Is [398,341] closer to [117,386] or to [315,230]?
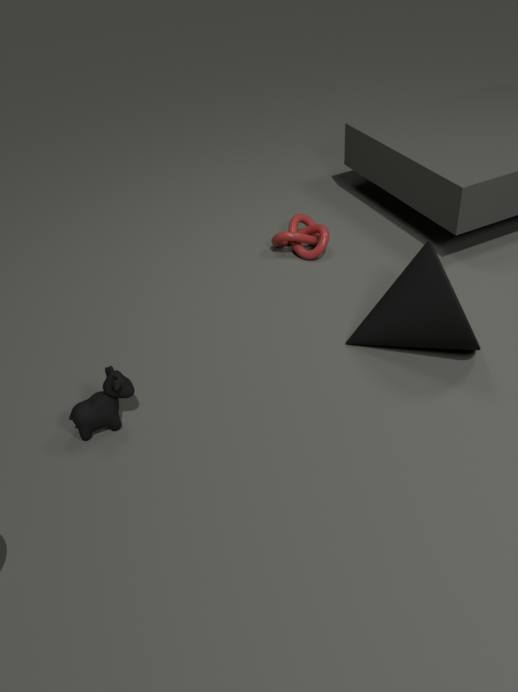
[315,230]
